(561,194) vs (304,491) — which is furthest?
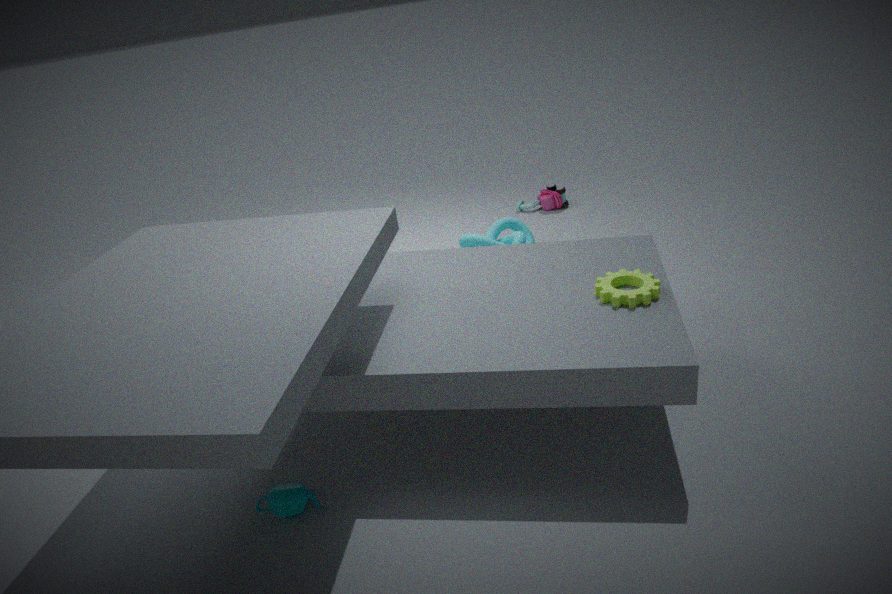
(561,194)
